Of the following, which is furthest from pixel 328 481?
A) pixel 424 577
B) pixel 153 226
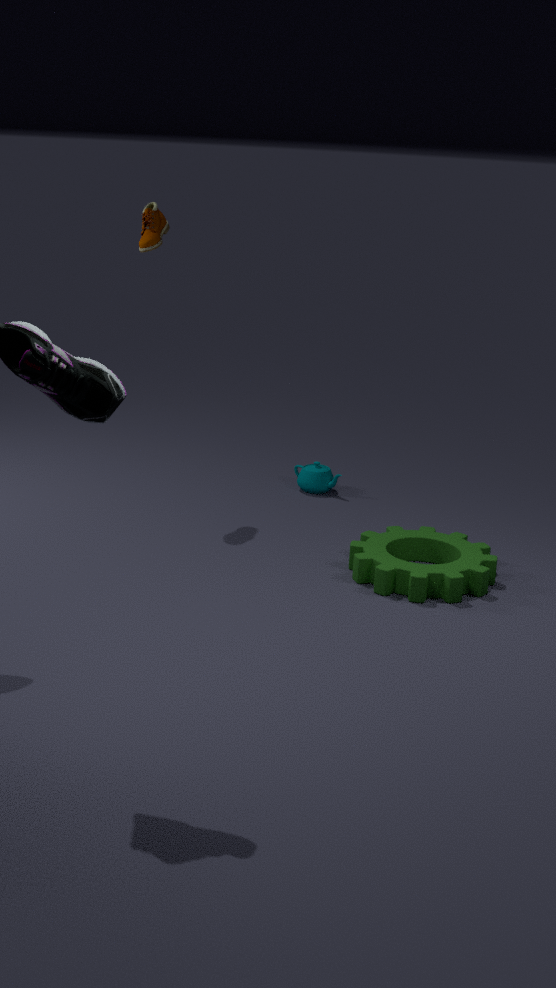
pixel 153 226
